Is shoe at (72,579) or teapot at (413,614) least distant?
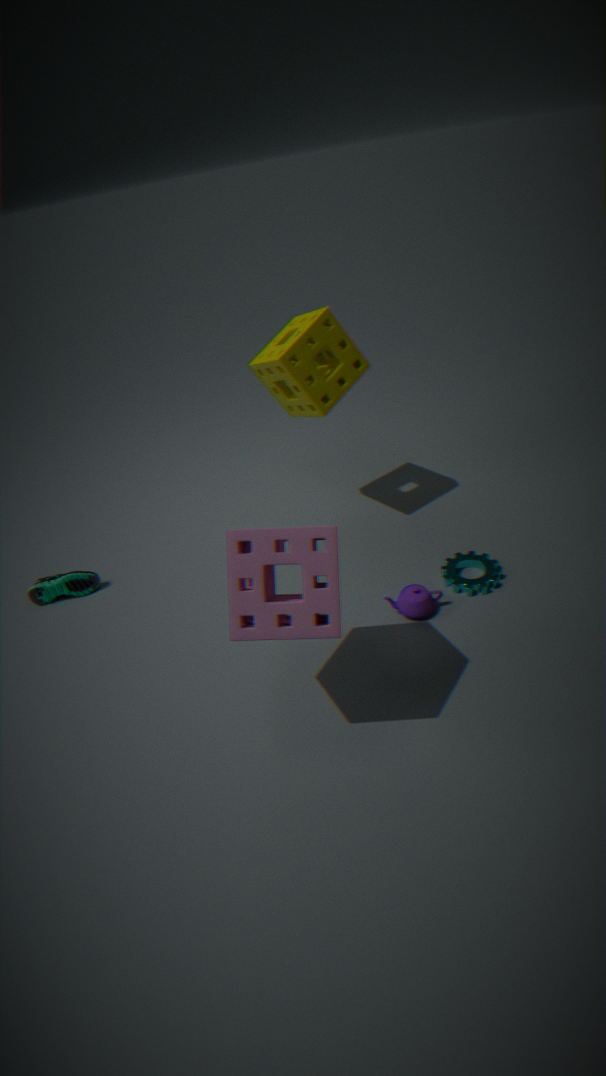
teapot at (413,614)
